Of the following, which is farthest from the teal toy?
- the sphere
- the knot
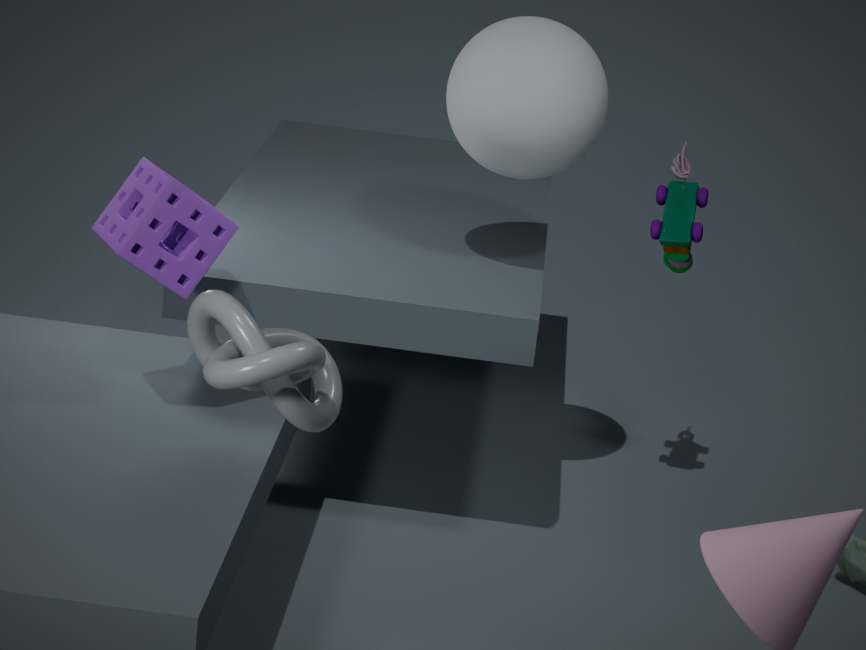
the knot
